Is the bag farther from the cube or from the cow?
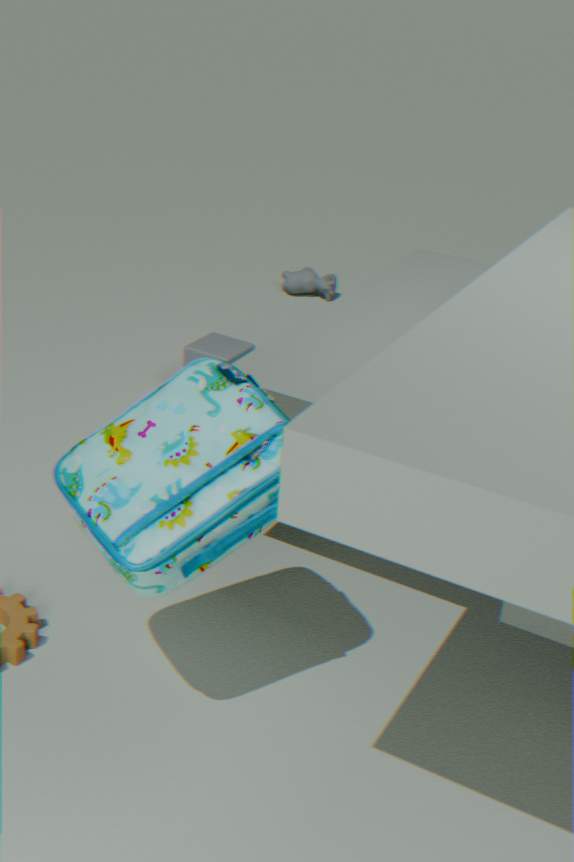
the cow
